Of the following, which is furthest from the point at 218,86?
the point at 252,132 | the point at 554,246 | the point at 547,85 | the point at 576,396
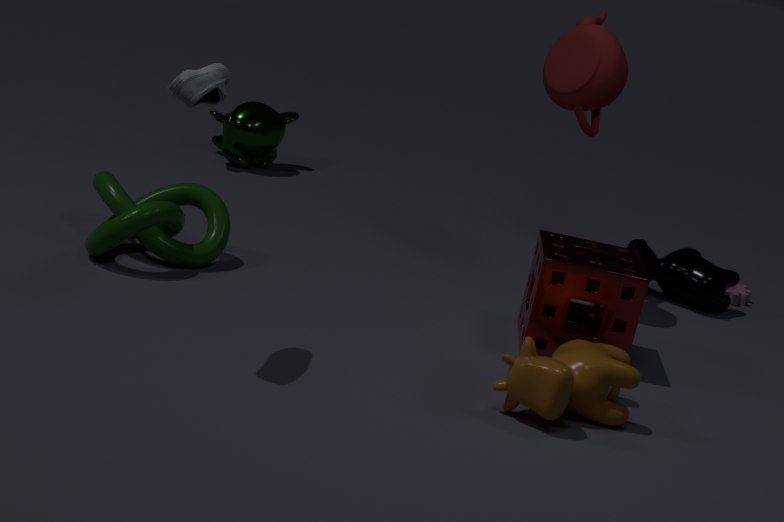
the point at 252,132
